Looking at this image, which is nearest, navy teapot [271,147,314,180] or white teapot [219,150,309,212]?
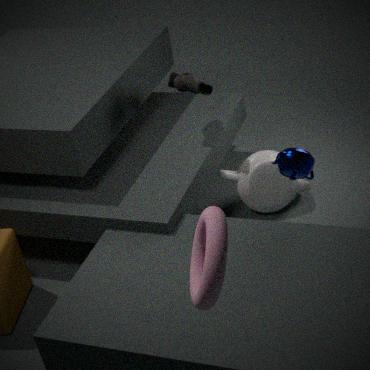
navy teapot [271,147,314,180]
